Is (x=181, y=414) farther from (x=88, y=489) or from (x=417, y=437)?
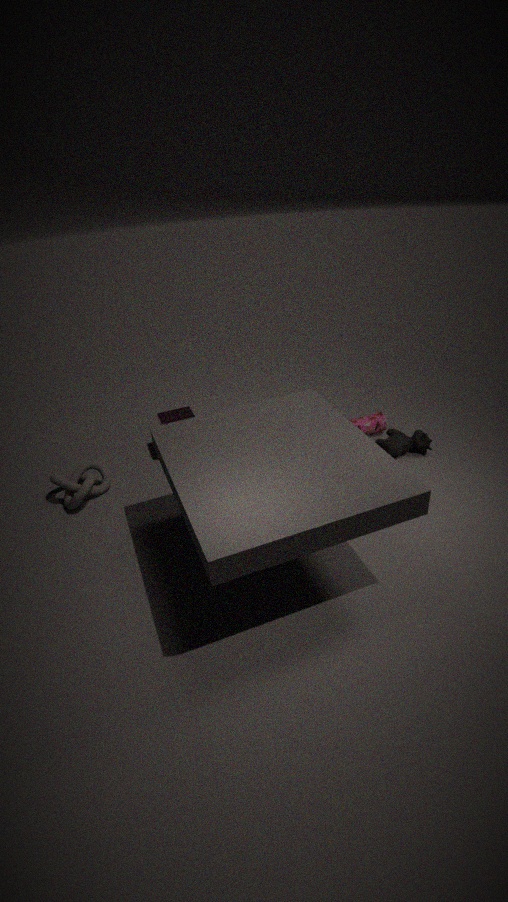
(x=417, y=437)
